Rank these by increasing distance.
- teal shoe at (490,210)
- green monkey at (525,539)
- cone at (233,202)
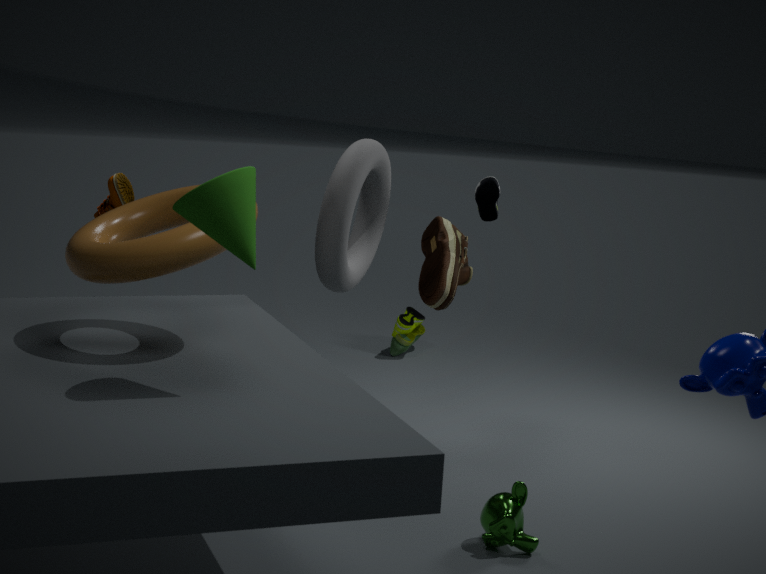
cone at (233,202)
green monkey at (525,539)
teal shoe at (490,210)
